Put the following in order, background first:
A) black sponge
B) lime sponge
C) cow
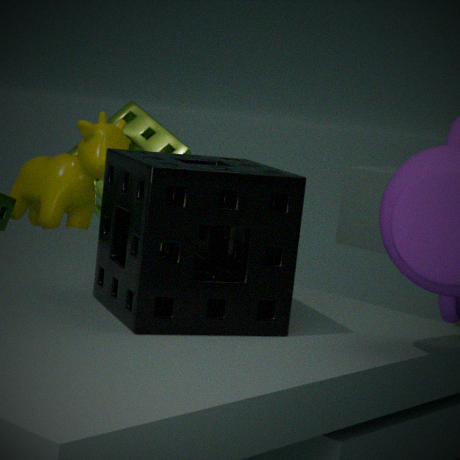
lime sponge
cow
black sponge
